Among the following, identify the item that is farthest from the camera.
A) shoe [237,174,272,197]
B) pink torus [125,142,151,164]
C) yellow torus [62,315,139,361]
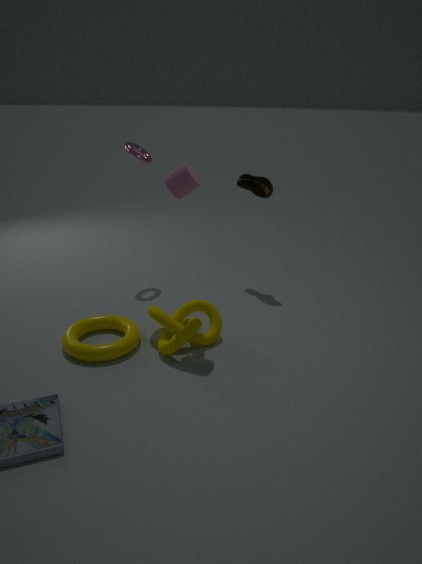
B. pink torus [125,142,151,164]
